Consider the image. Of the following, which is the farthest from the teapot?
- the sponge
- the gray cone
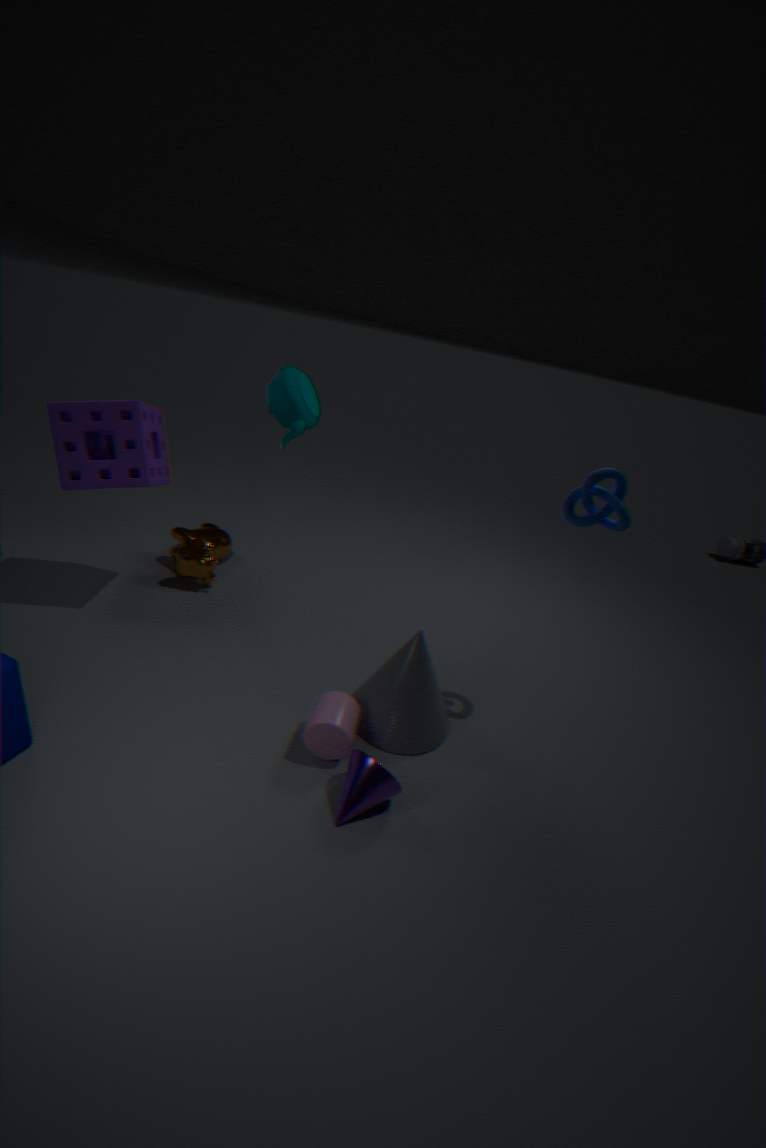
the gray cone
